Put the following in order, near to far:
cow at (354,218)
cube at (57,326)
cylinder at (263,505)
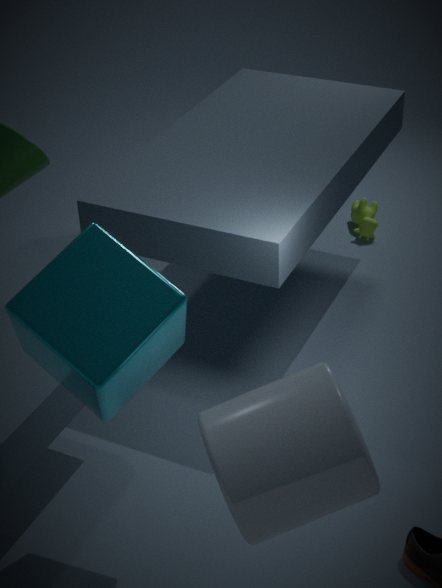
cylinder at (263,505) < cube at (57,326) < cow at (354,218)
